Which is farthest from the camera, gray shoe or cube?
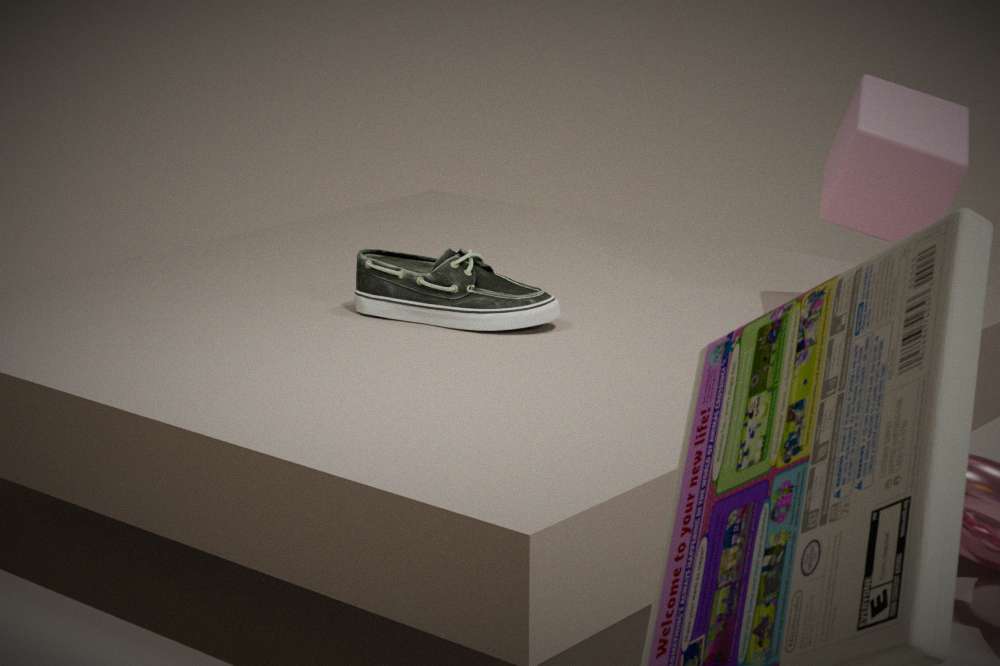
gray shoe
